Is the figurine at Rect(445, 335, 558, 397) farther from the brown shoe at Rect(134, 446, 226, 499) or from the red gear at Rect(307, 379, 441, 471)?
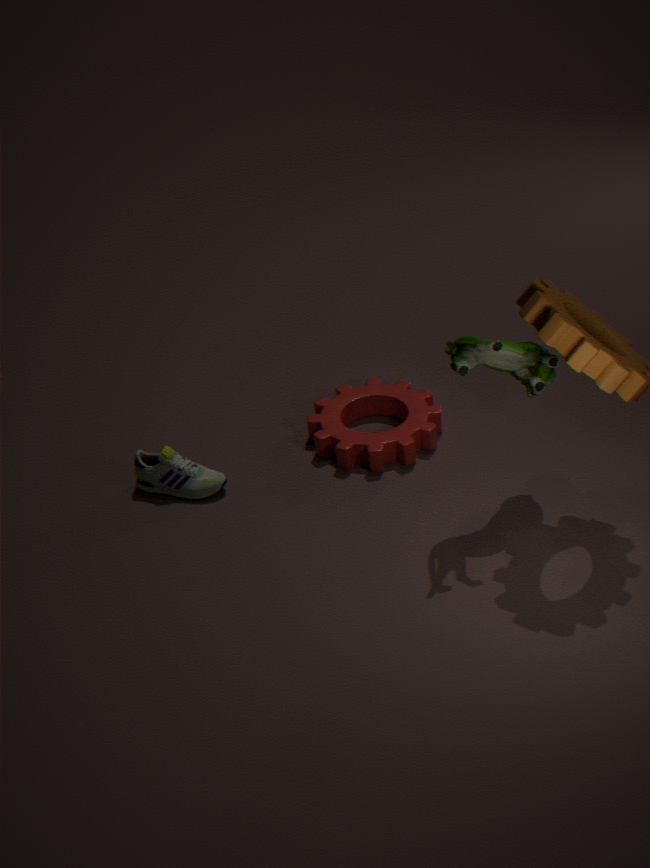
the brown shoe at Rect(134, 446, 226, 499)
